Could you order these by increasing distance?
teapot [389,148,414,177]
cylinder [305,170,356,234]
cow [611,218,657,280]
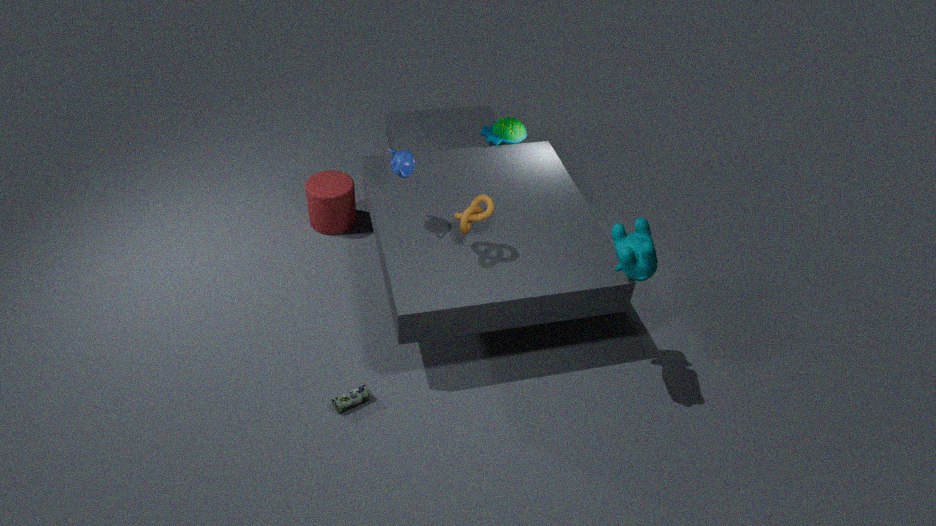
cow [611,218,657,280] < teapot [389,148,414,177] < cylinder [305,170,356,234]
